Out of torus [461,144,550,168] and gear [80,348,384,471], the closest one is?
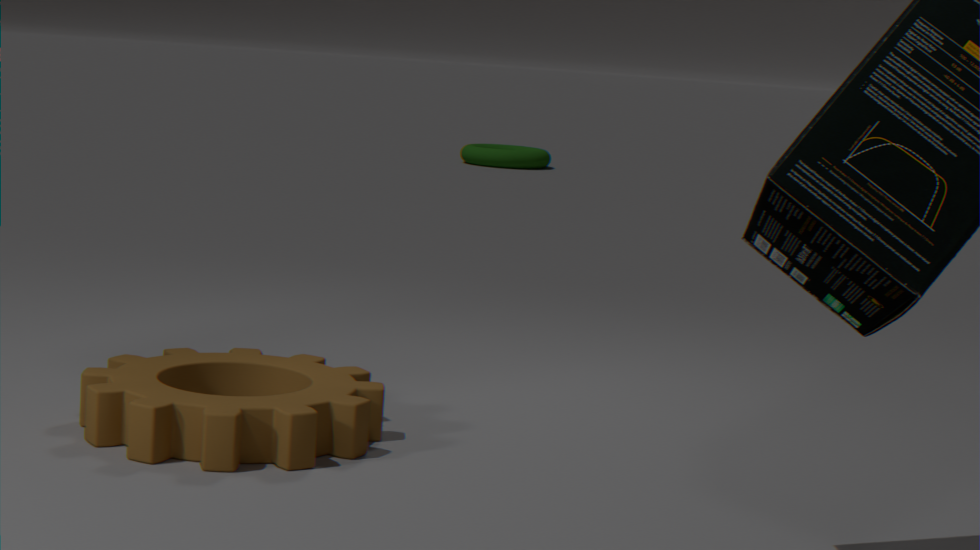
gear [80,348,384,471]
